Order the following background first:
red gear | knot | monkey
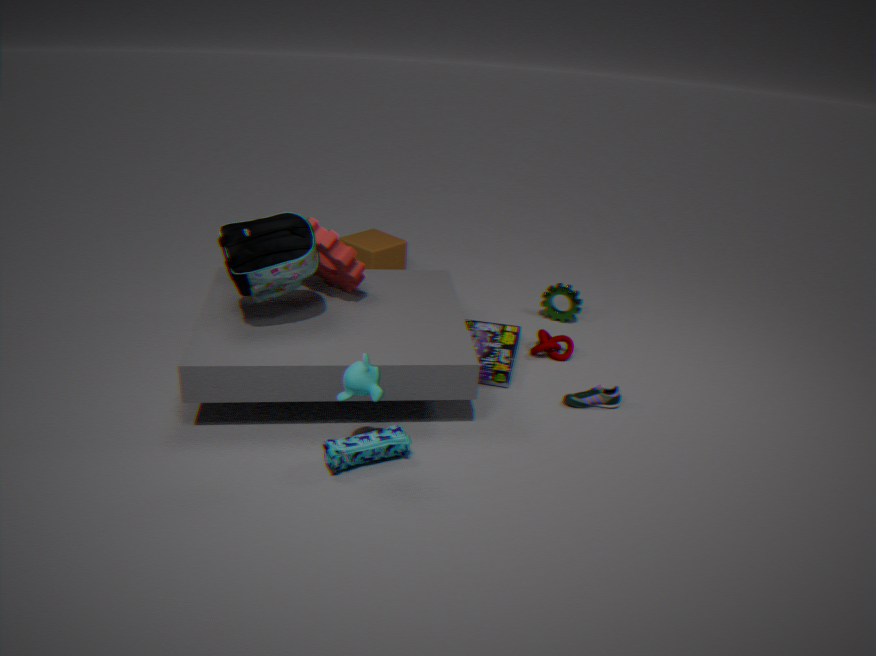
knot → red gear → monkey
